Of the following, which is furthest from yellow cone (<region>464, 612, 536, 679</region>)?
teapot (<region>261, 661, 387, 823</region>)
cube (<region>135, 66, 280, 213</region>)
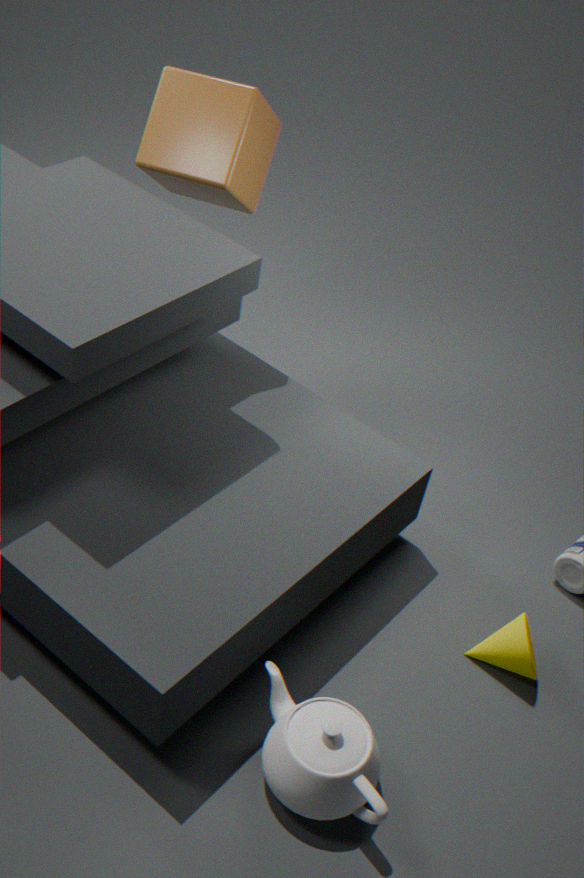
cube (<region>135, 66, 280, 213</region>)
